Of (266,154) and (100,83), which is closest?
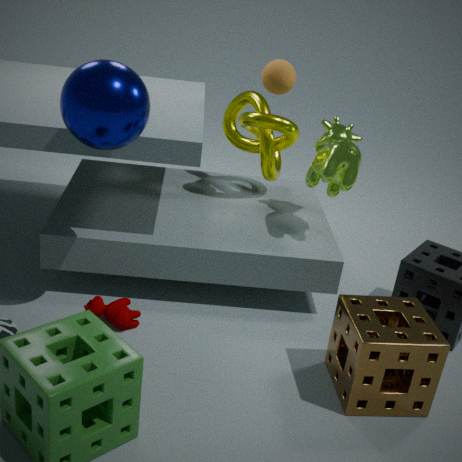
(100,83)
